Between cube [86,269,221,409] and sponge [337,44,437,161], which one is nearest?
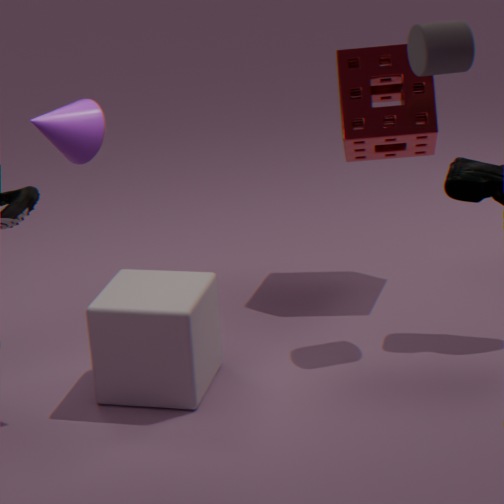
cube [86,269,221,409]
